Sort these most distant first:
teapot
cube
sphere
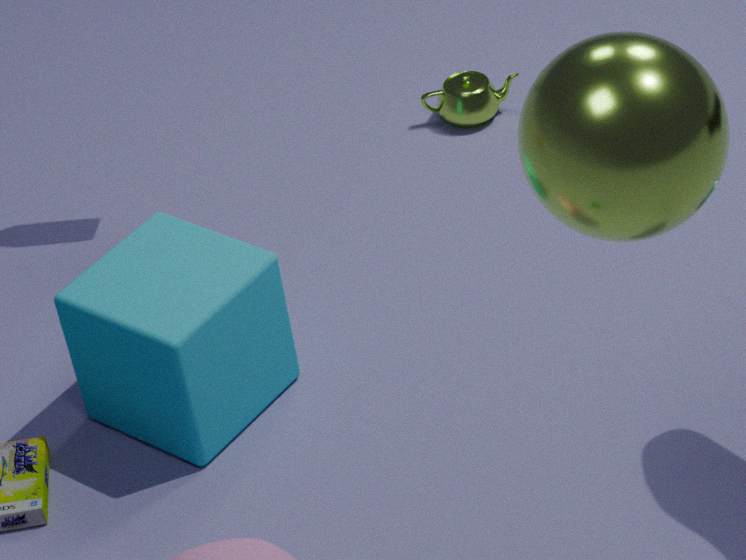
teapot
cube
sphere
